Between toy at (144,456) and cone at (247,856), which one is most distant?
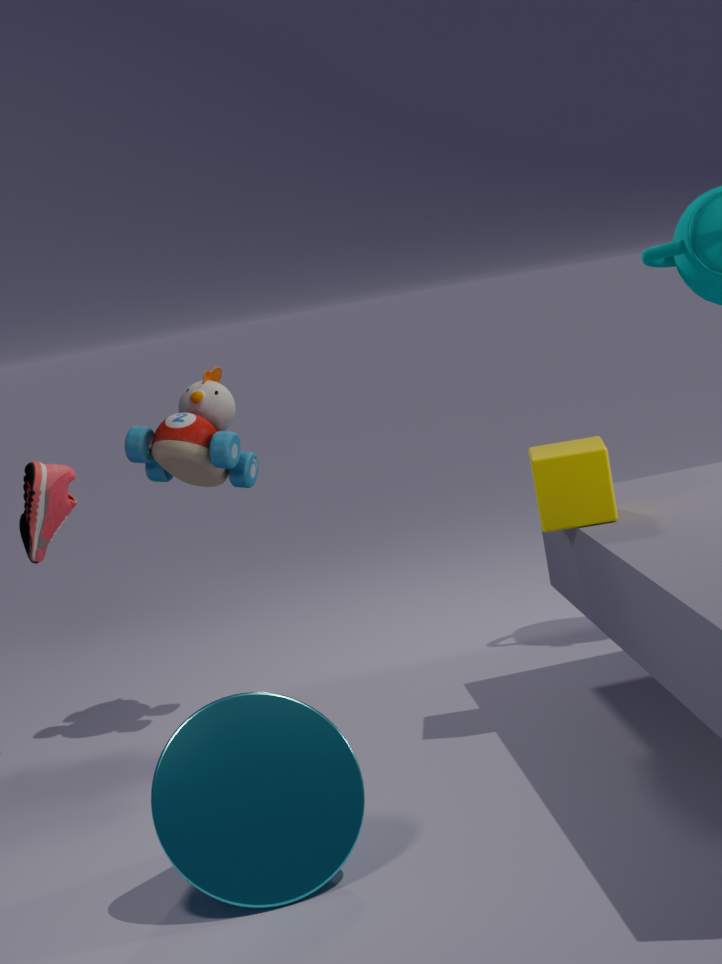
toy at (144,456)
